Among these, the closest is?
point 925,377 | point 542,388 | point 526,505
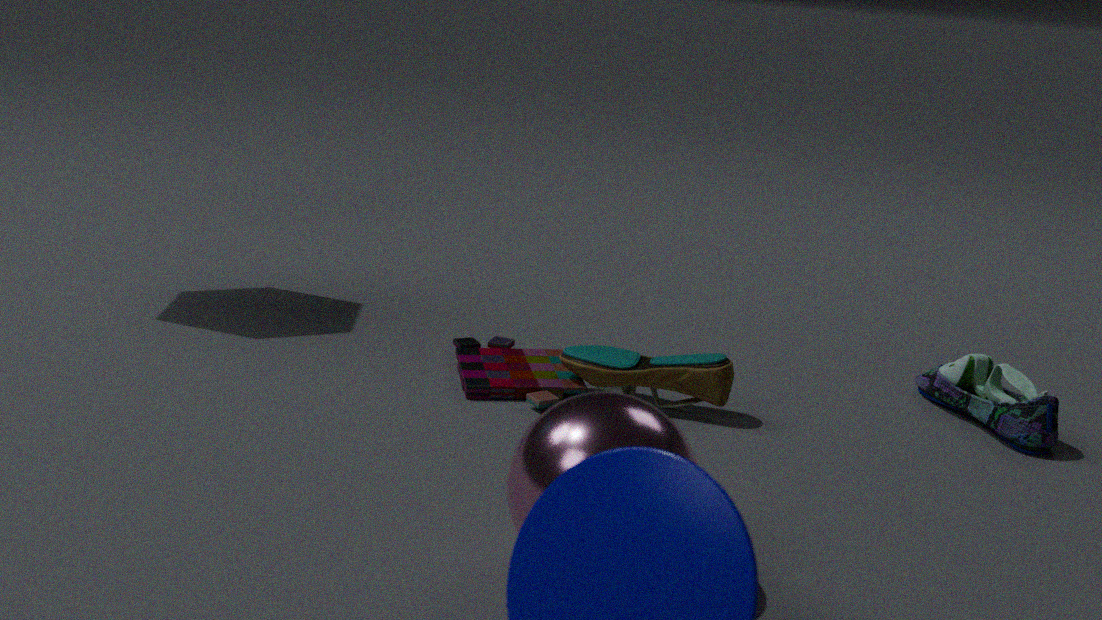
point 526,505
